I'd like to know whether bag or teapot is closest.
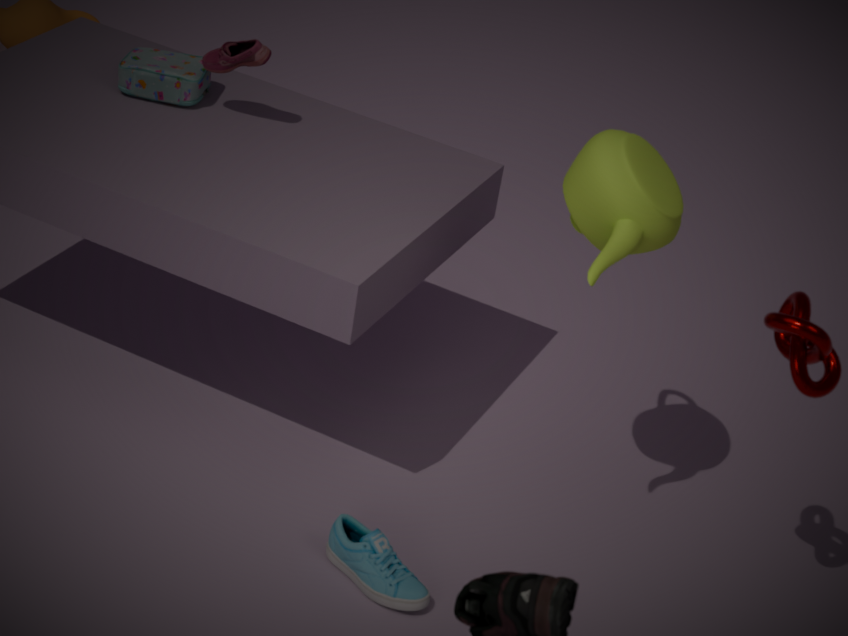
teapot
